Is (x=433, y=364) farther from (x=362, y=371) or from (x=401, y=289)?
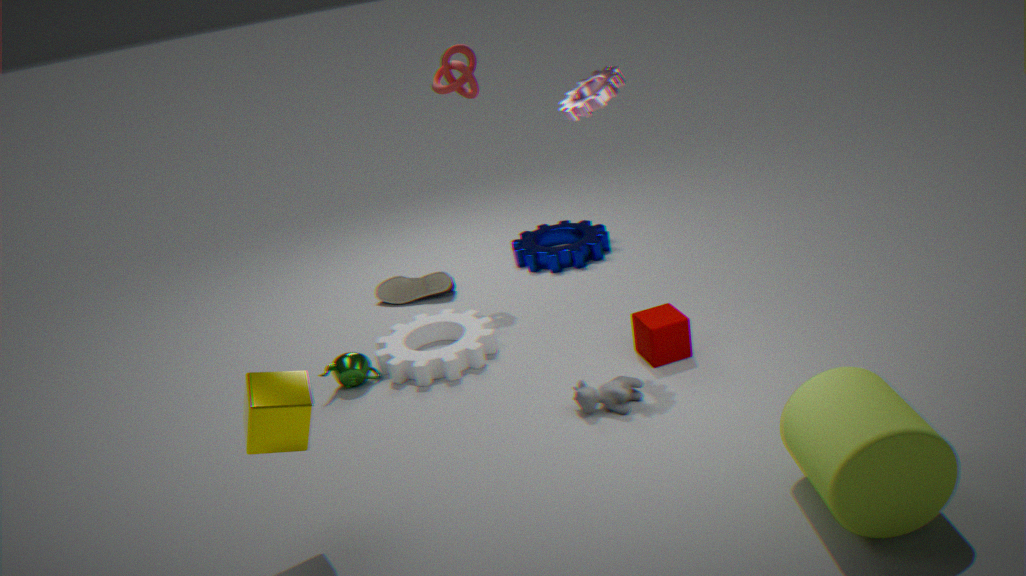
(x=401, y=289)
